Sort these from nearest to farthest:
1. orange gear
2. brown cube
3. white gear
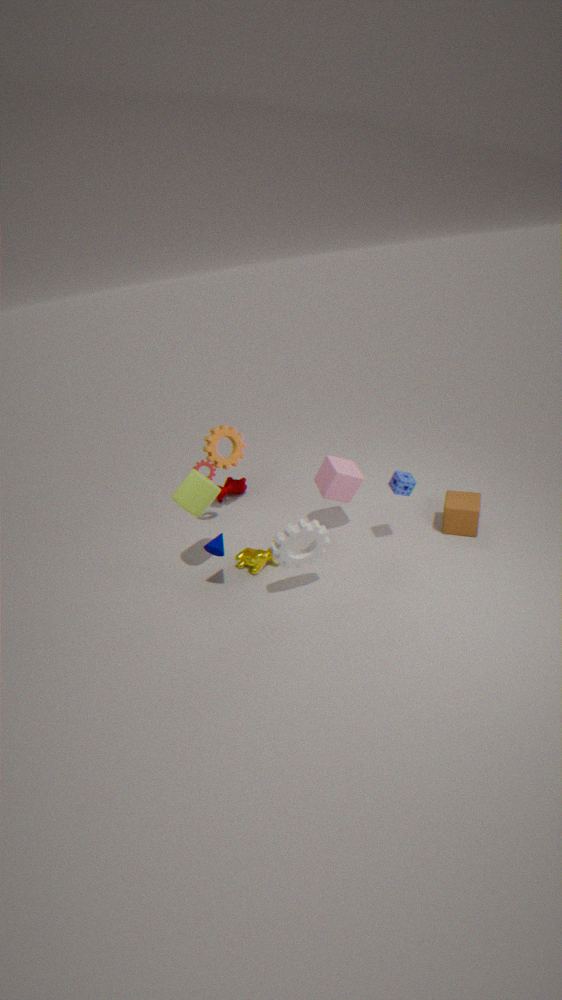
white gear → brown cube → orange gear
